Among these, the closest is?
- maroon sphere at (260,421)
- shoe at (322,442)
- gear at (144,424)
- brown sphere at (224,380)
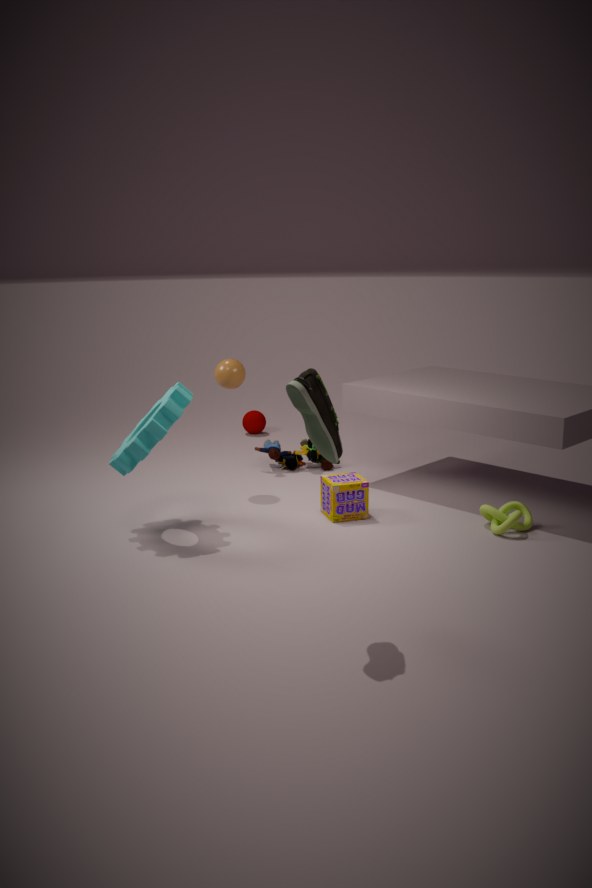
shoe at (322,442)
